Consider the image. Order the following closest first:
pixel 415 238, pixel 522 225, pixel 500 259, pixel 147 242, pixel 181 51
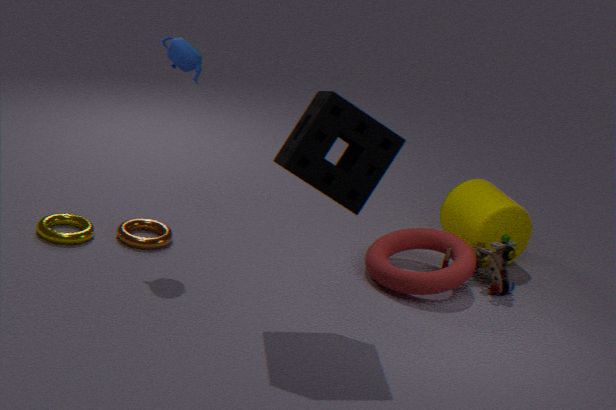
1. pixel 181 51
2. pixel 147 242
3. pixel 500 259
4. pixel 415 238
5. pixel 522 225
